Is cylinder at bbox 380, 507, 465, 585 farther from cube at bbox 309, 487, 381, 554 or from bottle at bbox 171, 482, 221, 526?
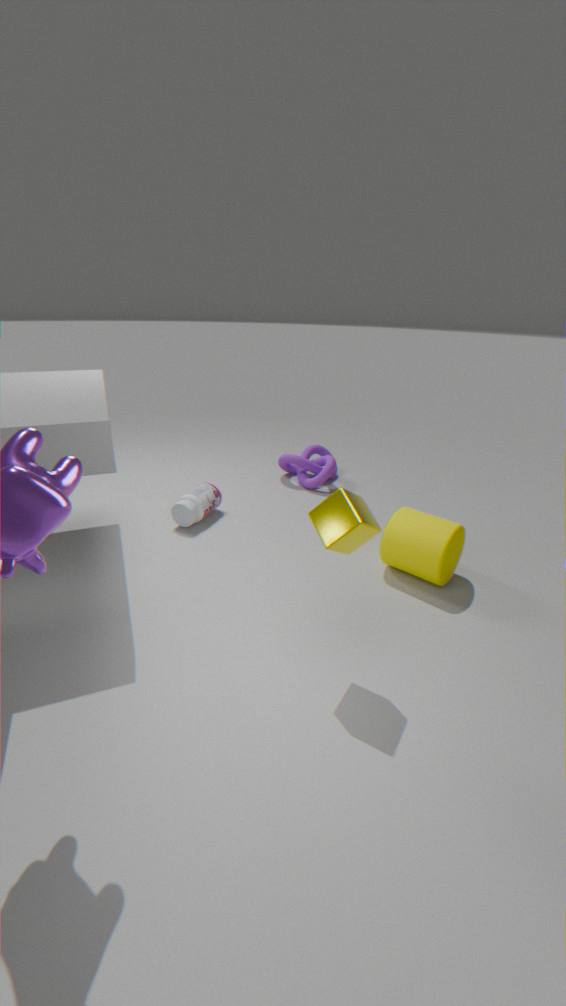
bottle at bbox 171, 482, 221, 526
